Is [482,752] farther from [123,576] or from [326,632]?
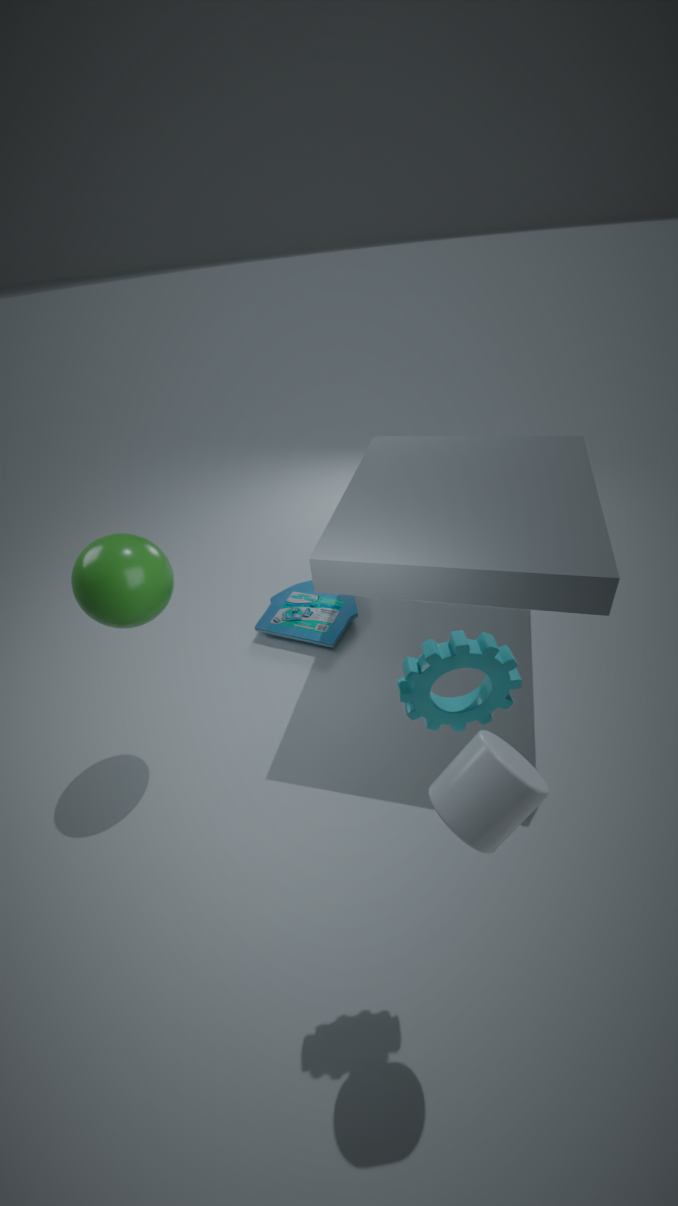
[326,632]
